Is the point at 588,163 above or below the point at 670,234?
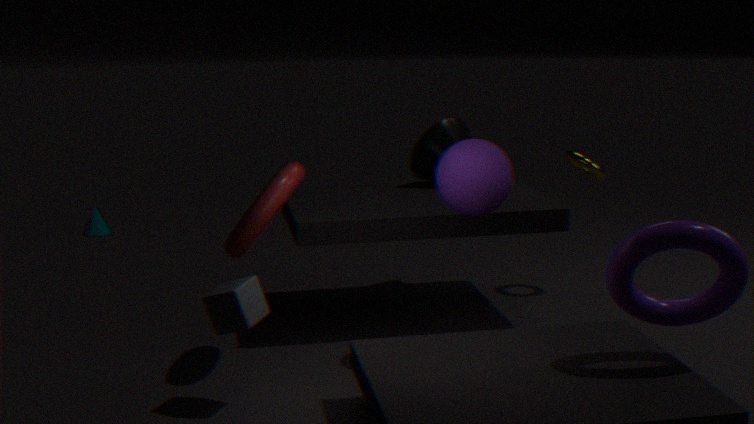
above
